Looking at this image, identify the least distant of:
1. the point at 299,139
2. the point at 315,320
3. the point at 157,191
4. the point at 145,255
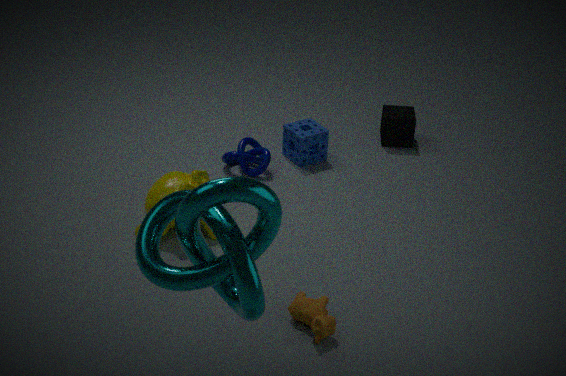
the point at 145,255
